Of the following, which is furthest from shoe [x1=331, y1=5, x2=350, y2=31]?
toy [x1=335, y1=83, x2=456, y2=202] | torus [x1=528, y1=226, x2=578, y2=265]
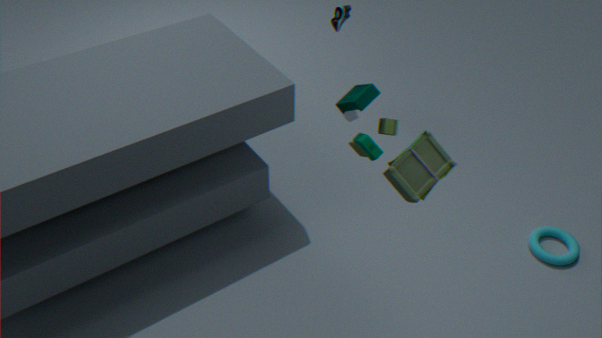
torus [x1=528, y1=226, x2=578, y2=265]
